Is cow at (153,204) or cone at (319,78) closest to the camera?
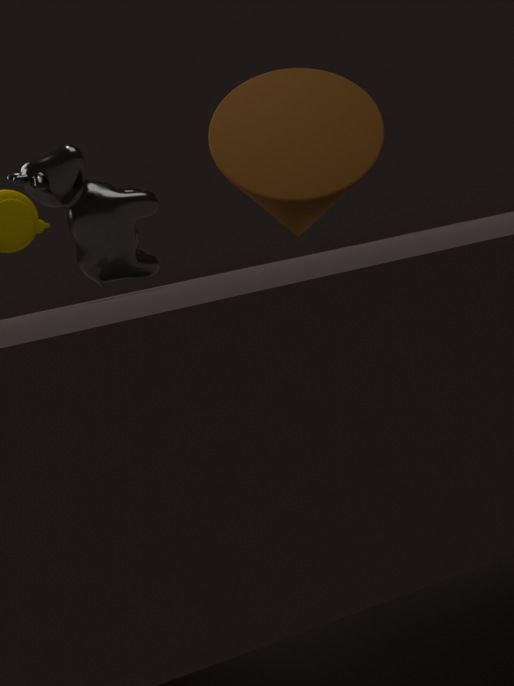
cow at (153,204)
